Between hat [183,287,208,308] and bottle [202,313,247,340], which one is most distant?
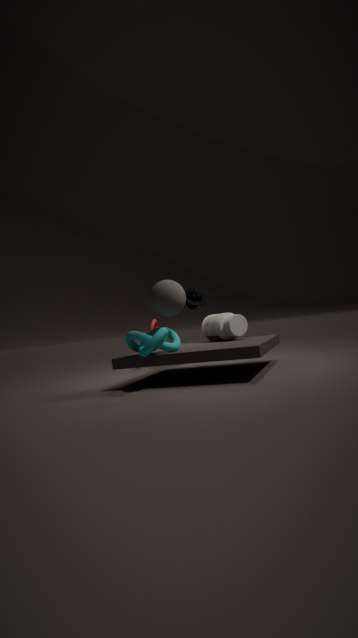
hat [183,287,208,308]
